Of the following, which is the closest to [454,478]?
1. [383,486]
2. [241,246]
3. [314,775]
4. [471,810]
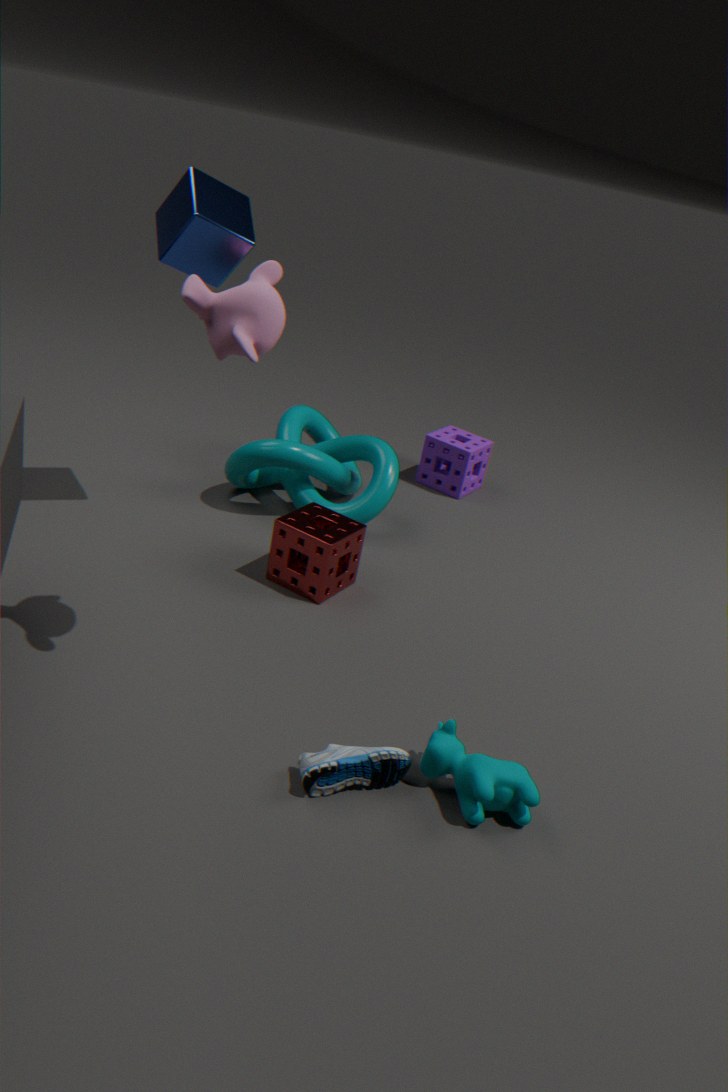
[383,486]
